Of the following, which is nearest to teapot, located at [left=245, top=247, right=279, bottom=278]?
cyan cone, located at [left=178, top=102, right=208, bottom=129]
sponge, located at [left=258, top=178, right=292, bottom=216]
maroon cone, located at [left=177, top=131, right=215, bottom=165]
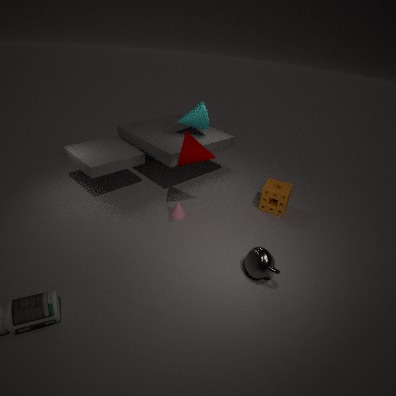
sponge, located at [left=258, top=178, right=292, bottom=216]
